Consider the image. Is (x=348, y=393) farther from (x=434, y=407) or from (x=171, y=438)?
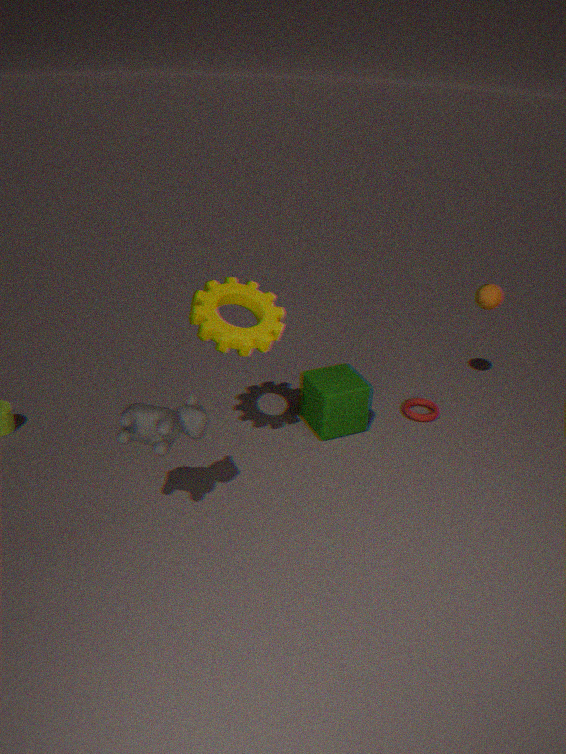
(x=171, y=438)
